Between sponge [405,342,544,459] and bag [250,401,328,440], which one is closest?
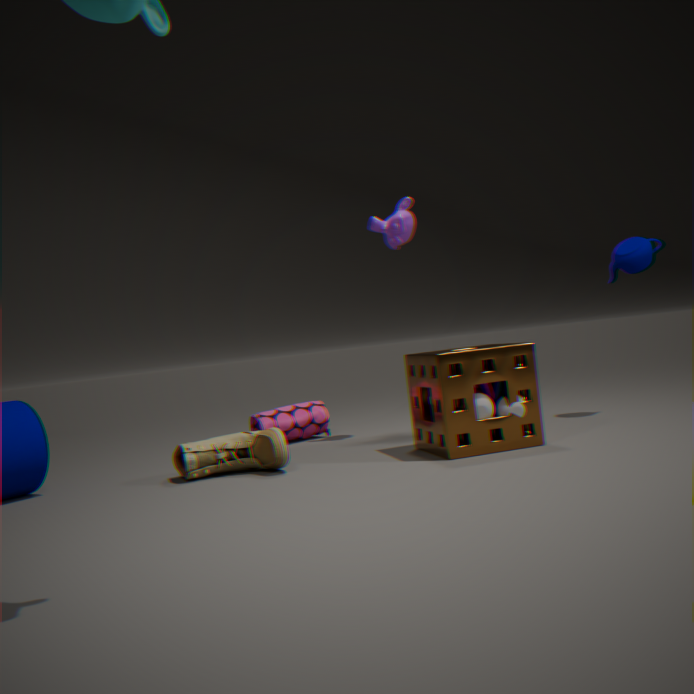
sponge [405,342,544,459]
